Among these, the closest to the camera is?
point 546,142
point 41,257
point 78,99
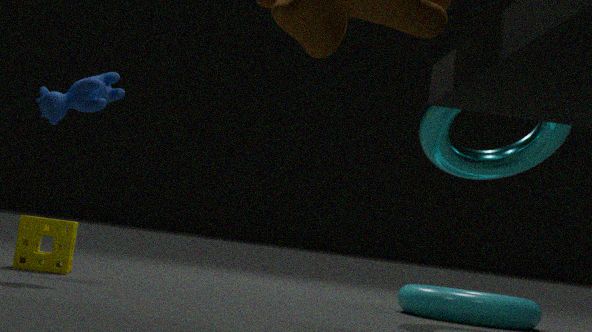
point 78,99
